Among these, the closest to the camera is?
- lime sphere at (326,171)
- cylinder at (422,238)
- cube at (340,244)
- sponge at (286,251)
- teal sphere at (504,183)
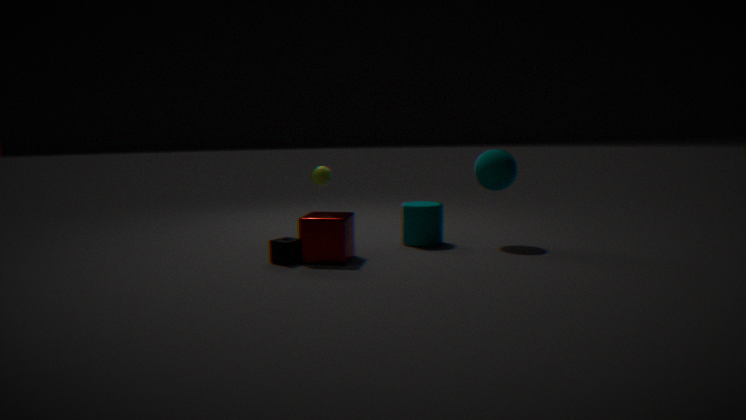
cube at (340,244)
